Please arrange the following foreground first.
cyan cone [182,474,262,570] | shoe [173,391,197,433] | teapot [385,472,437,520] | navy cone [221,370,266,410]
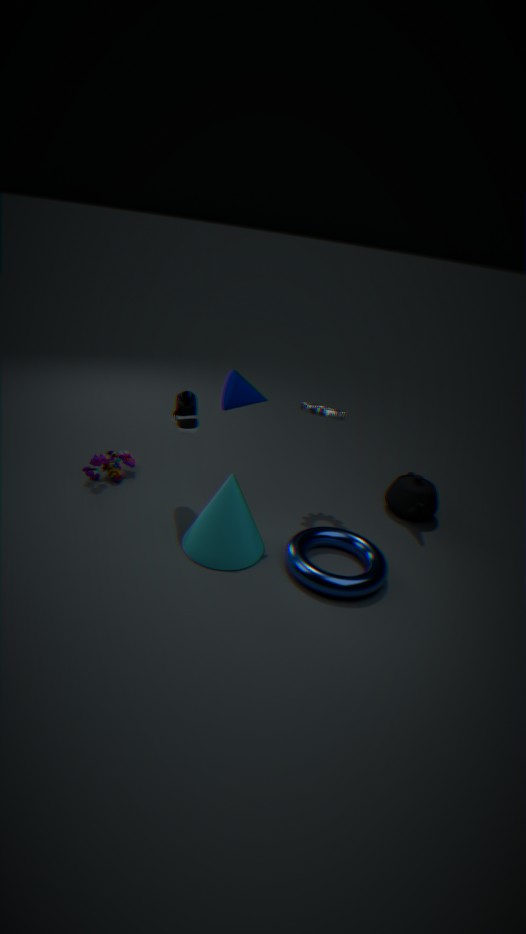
cyan cone [182,474,262,570] → navy cone [221,370,266,410] → shoe [173,391,197,433] → teapot [385,472,437,520]
